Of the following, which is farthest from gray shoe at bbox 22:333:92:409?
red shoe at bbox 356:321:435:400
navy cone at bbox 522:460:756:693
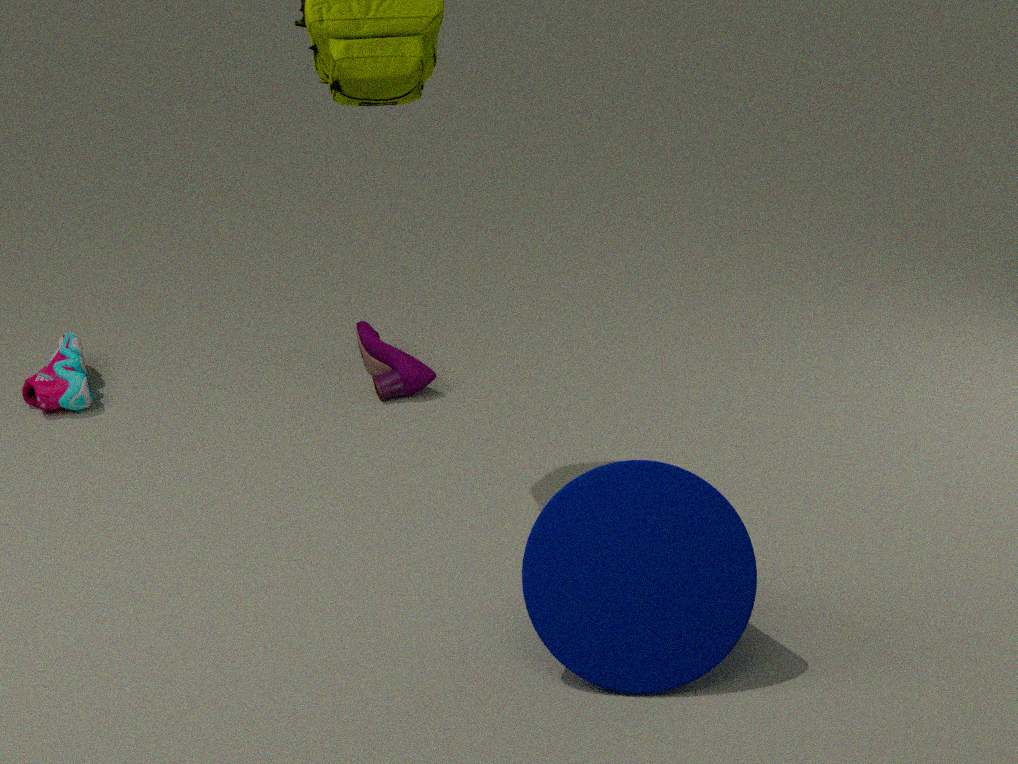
navy cone at bbox 522:460:756:693
